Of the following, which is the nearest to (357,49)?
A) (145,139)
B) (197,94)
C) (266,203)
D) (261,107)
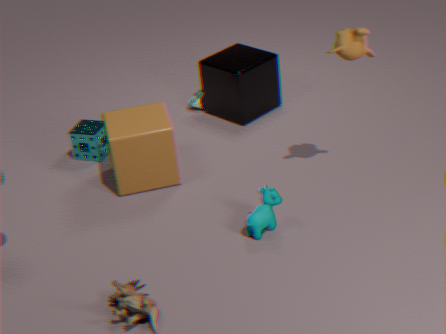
(266,203)
